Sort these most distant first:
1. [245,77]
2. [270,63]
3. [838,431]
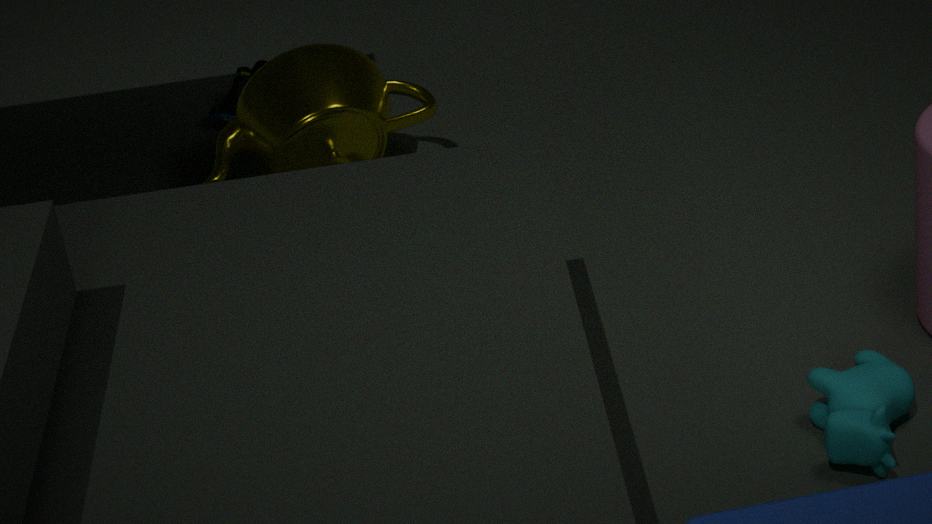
[245,77] → [270,63] → [838,431]
